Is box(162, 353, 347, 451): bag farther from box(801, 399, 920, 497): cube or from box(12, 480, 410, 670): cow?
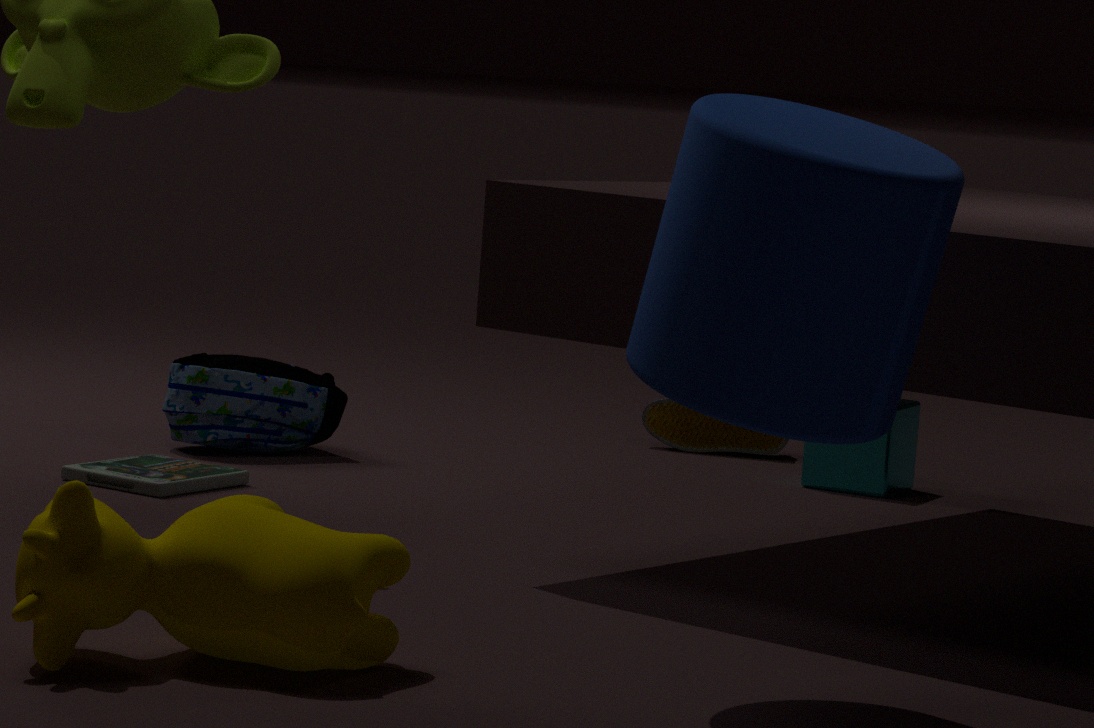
box(12, 480, 410, 670): cow
